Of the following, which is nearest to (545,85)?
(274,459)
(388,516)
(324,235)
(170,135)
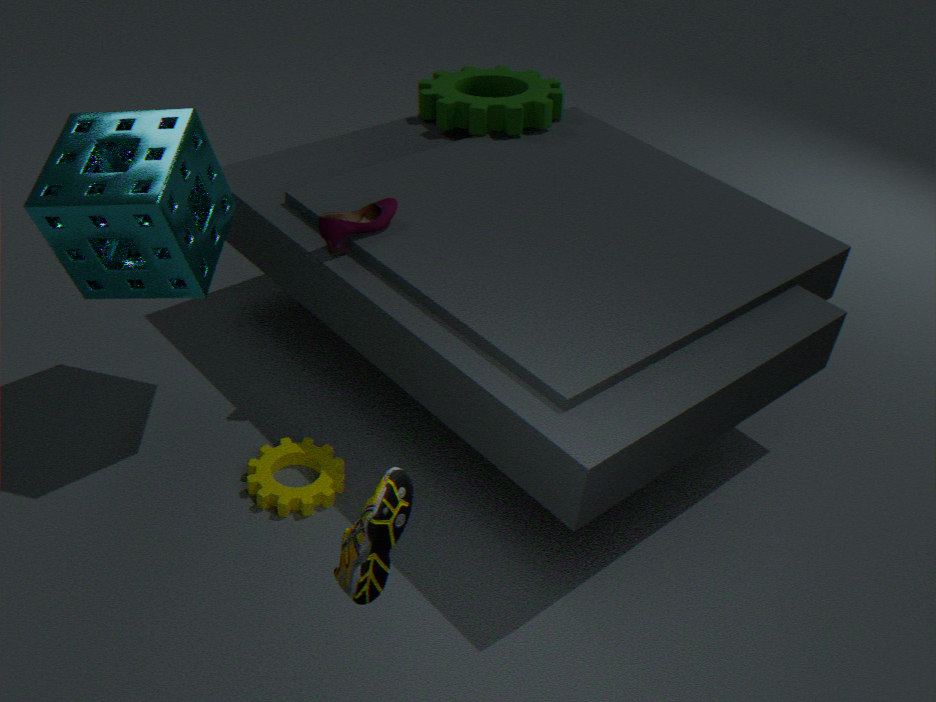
(324,235)
